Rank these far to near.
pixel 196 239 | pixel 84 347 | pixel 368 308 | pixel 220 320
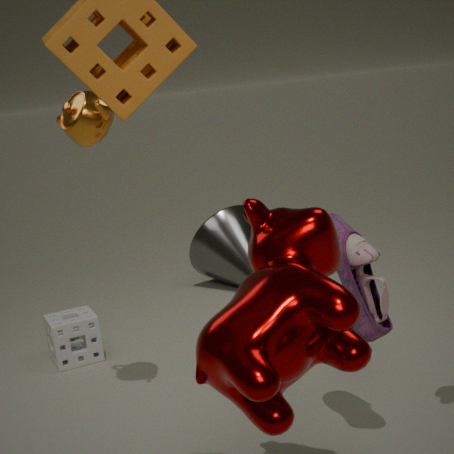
1. pixel 196 239
2. pixel 84 347
3. pixel 368 308
4. pixel 220 320
